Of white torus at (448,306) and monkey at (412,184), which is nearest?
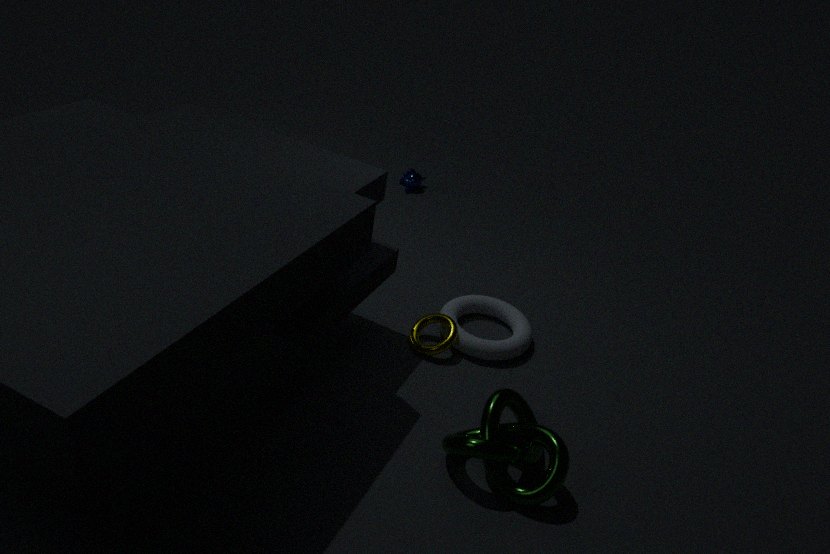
white torus at (448,306)
